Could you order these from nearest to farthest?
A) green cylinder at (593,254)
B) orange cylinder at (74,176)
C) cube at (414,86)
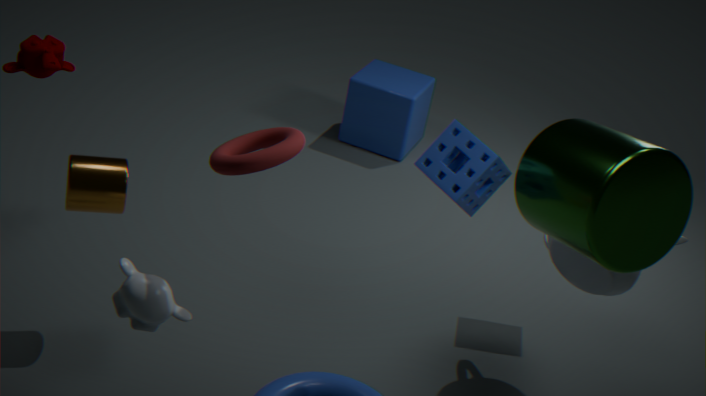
green cylinder at (593,254)
orange cylinder at (74,176)
cube at (414,86)
